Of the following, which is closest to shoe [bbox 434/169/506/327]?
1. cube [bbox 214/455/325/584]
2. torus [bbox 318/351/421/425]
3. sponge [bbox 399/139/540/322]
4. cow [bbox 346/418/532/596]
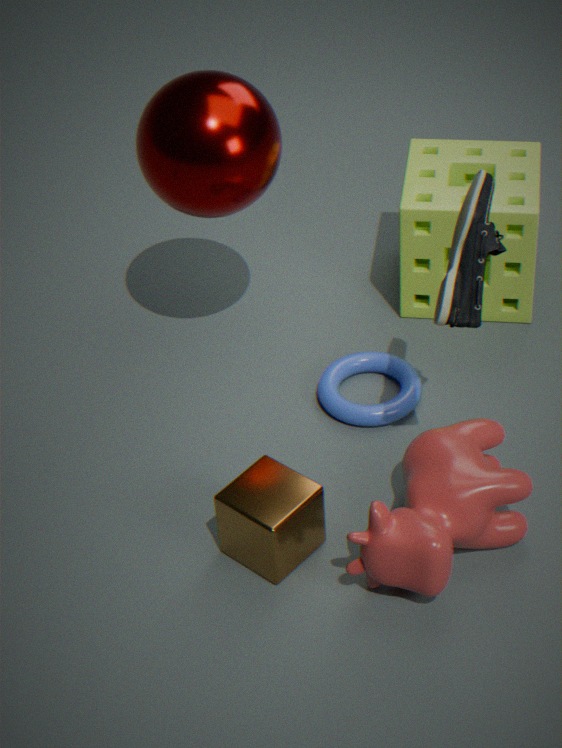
cow [bbox 346/418/532/596]
